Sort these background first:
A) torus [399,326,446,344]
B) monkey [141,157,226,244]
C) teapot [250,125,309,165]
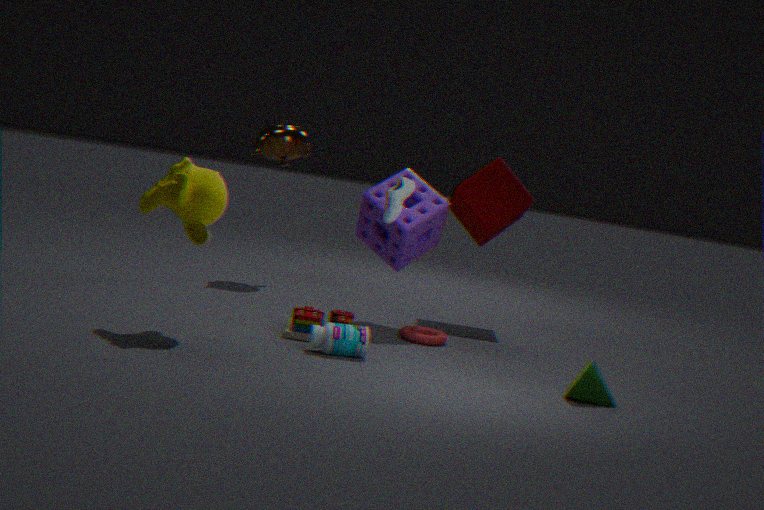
1. teapot [250,125,309,165]
2. torus [399,326,446,344]
3. monkey [141,157,226,244]
